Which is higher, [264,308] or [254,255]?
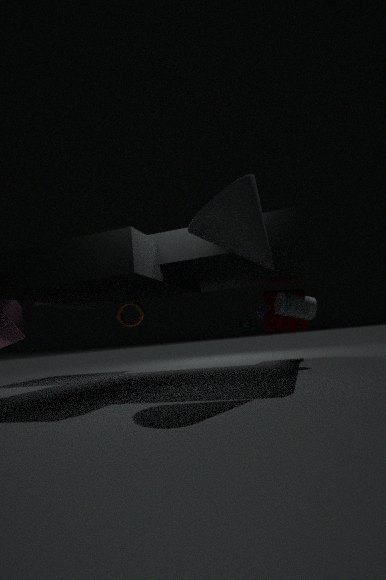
[254,255]
